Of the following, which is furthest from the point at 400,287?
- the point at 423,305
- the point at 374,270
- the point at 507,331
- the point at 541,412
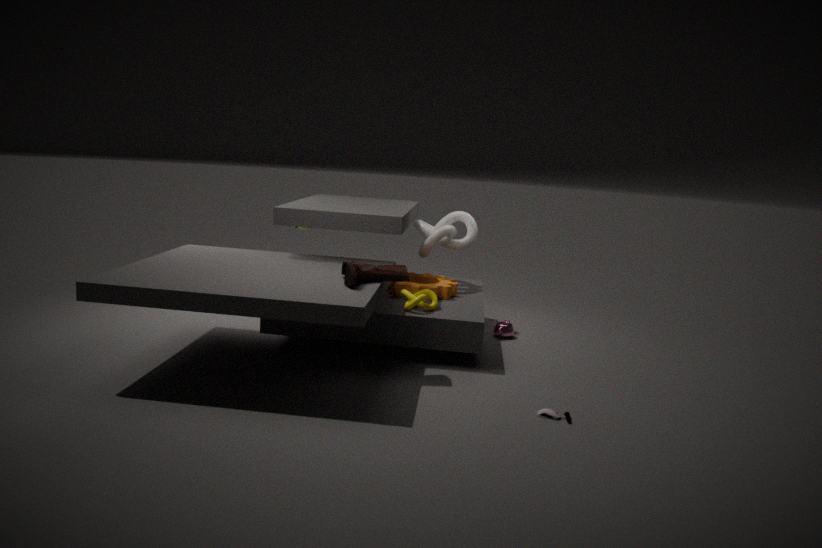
→ the point at 541,412
